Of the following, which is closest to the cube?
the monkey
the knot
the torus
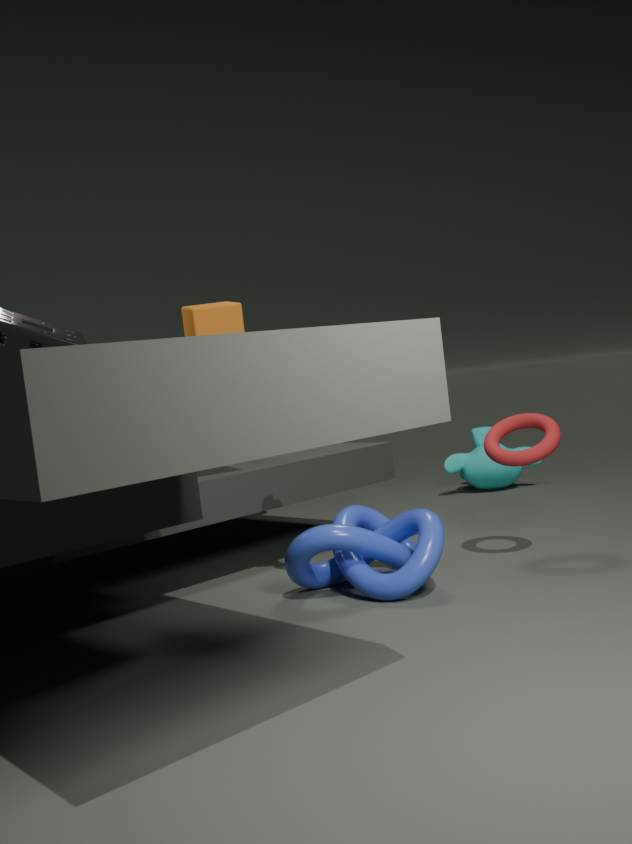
the knot
